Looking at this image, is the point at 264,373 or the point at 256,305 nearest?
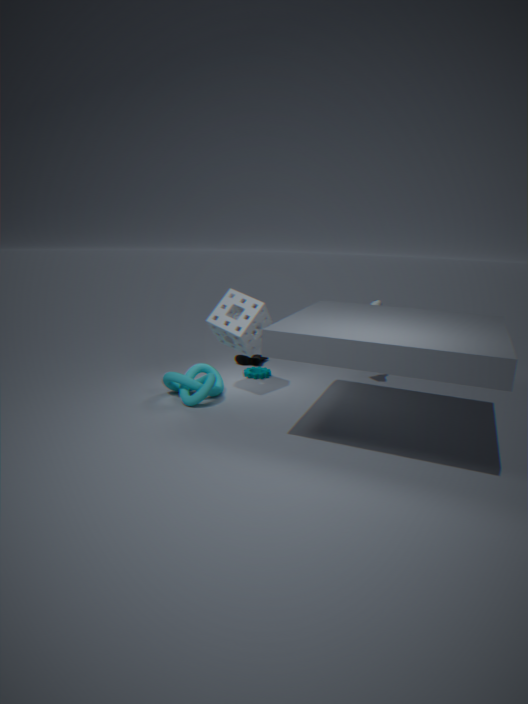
the point at 256,305
